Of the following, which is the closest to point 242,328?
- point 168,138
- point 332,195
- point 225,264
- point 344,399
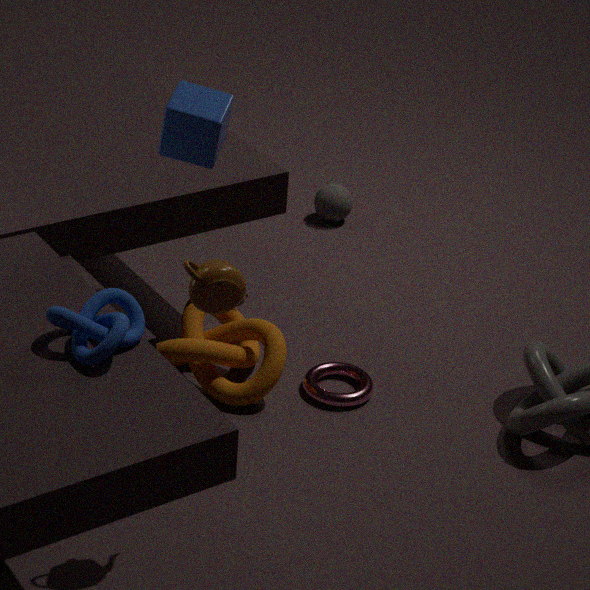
point 344,399
